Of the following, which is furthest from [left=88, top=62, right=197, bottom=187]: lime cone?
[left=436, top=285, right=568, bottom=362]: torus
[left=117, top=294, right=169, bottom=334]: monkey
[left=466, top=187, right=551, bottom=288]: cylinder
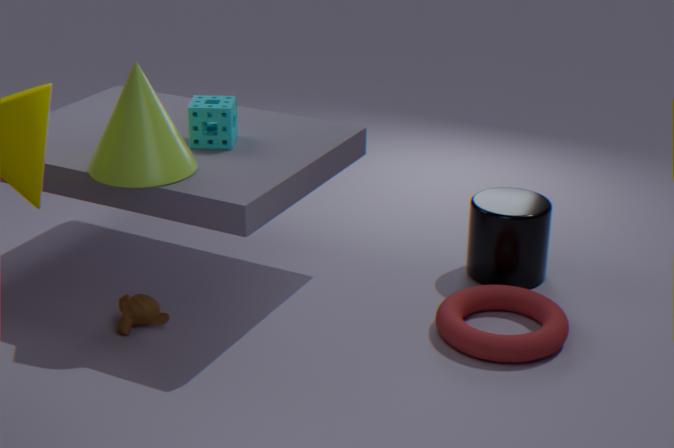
[left=466, top=187, right=551, bottom=288]: cylinder
